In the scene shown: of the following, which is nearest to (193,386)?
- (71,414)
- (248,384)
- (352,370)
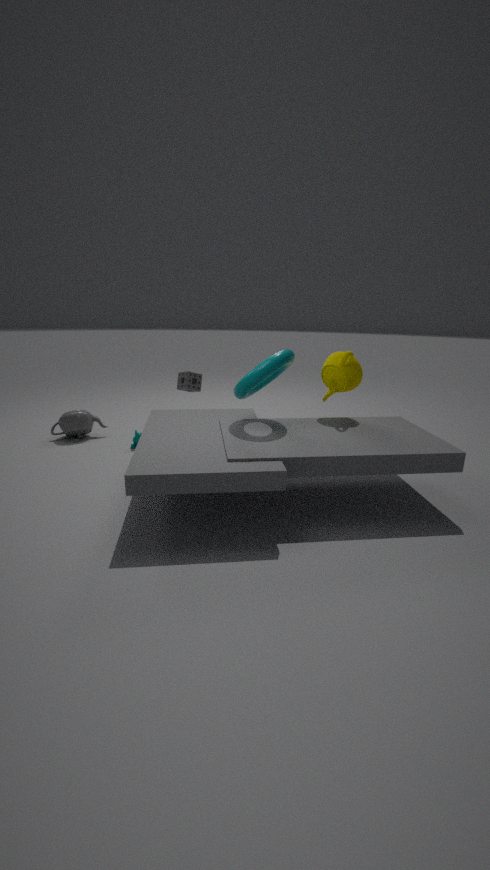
(71,414)
